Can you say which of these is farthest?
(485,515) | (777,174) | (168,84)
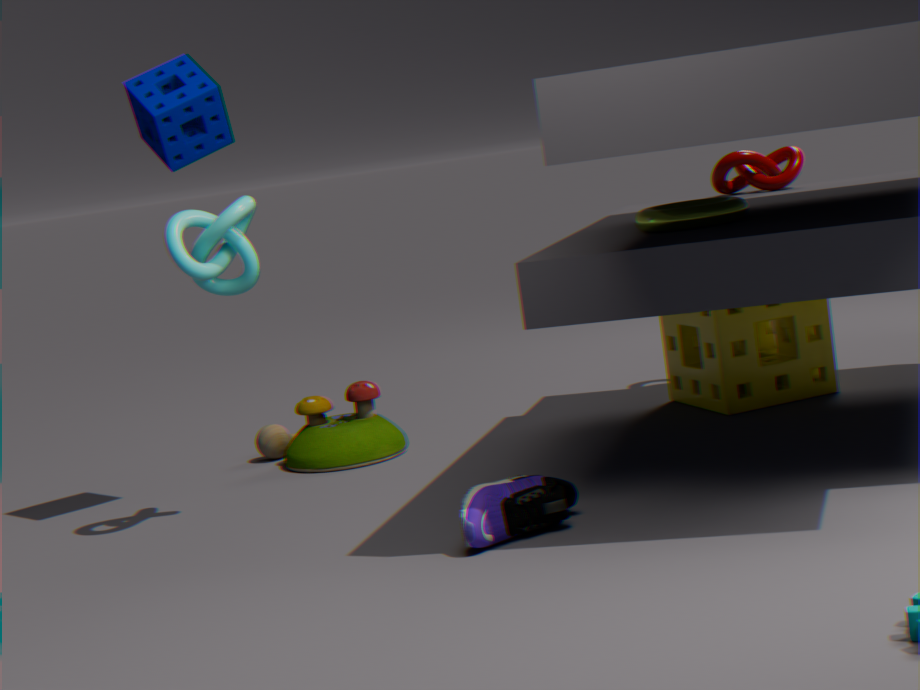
(777,174)
